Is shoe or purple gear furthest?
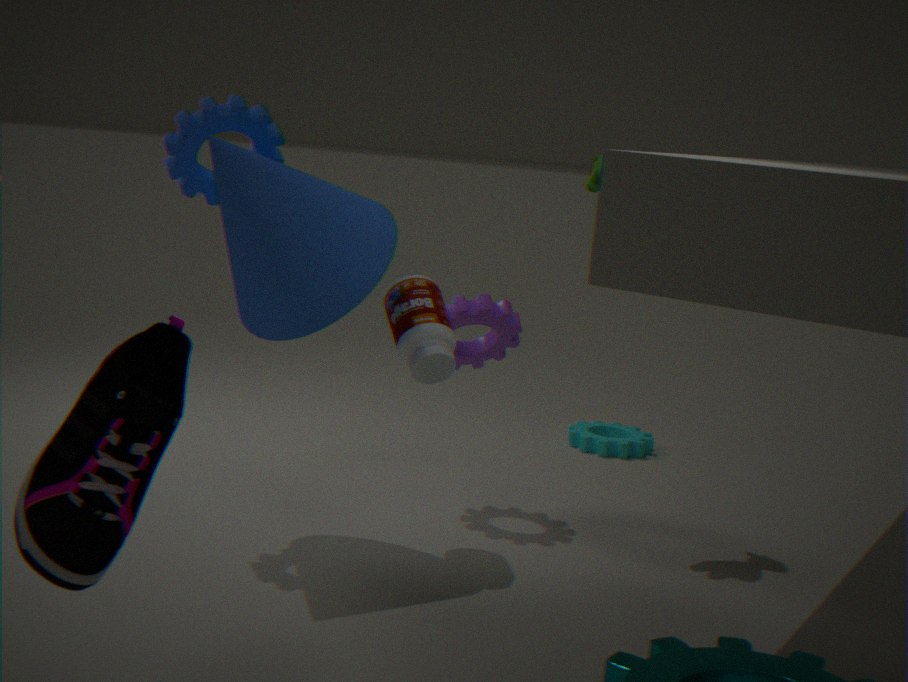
purple gear
